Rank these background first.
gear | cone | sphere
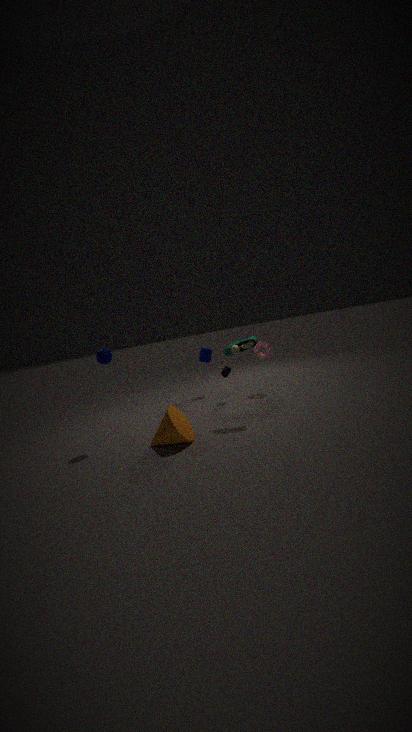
gear → sphere → cone
